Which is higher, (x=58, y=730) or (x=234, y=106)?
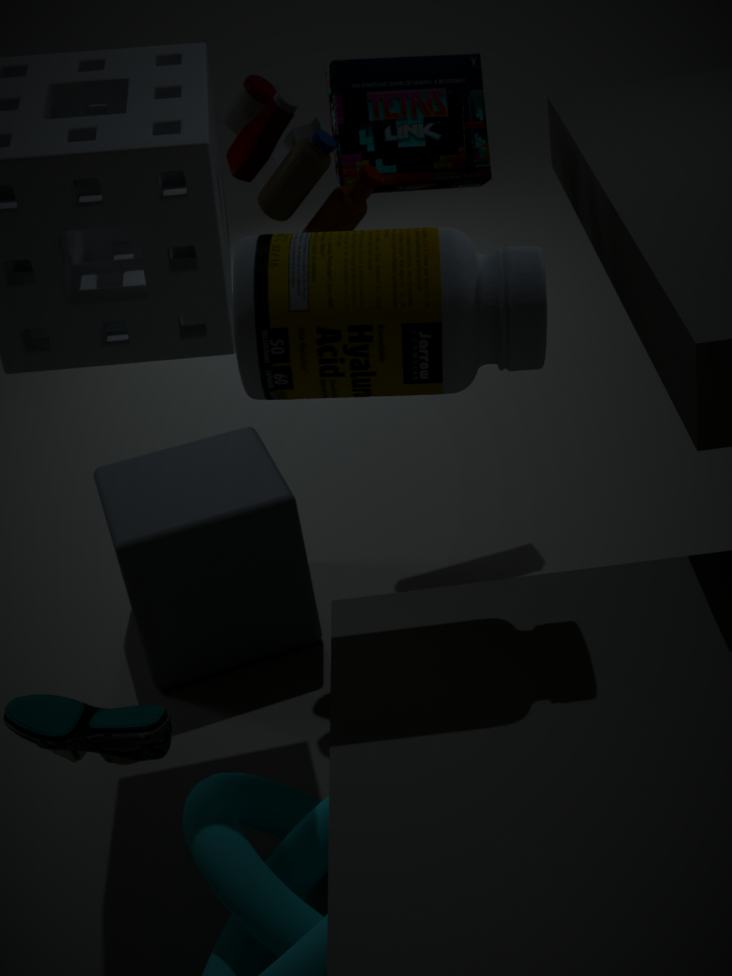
(x=234, y=106)
